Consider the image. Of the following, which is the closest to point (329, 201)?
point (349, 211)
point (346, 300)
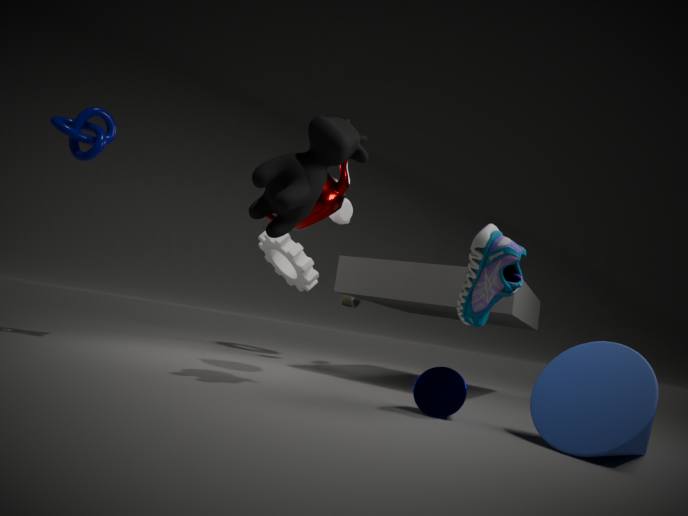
point (349, 211)
